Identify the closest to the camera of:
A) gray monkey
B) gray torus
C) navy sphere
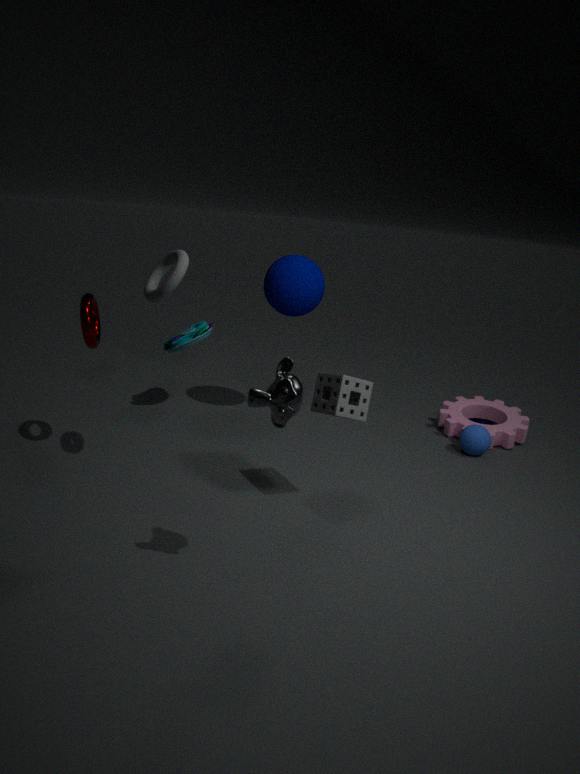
gray monkey
